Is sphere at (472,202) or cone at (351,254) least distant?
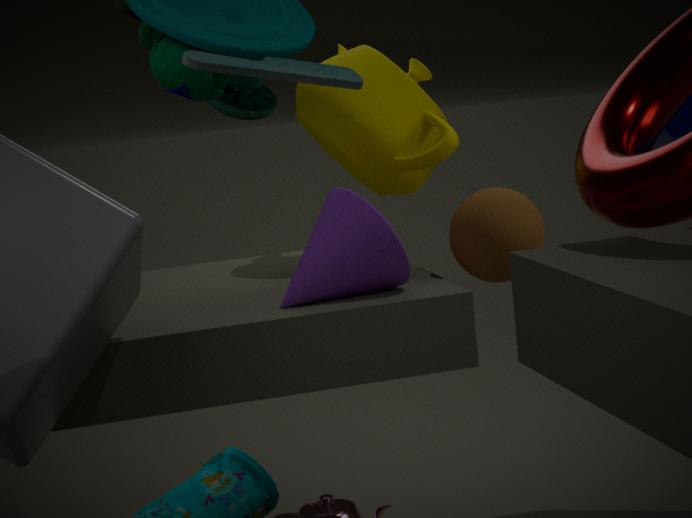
cone at (351,254)
